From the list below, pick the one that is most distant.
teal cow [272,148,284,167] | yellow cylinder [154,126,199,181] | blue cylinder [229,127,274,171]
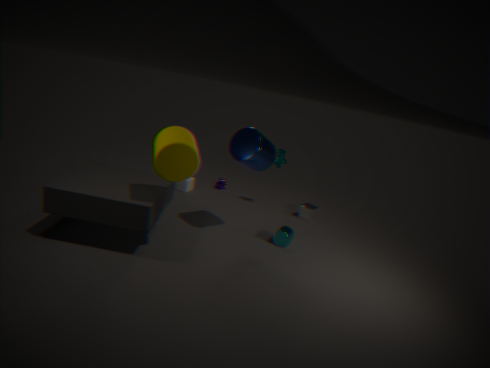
teal cow [272,148,284,167]
